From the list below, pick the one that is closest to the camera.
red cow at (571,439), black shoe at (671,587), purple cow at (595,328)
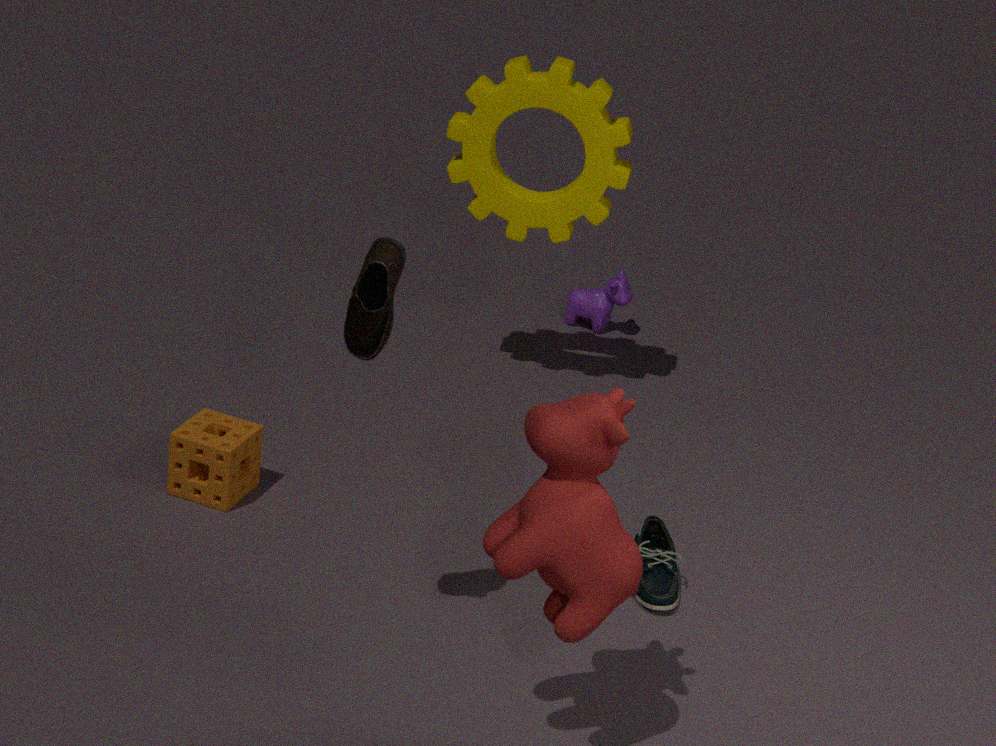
red cow at (571,439)
